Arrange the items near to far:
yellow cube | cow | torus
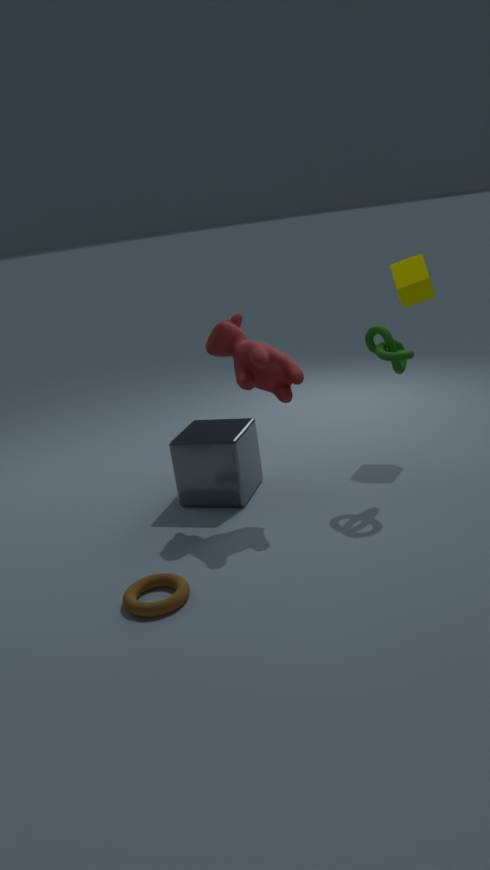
torus, cow, yellow cube
